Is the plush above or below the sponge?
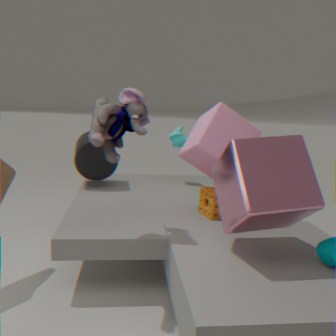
above
